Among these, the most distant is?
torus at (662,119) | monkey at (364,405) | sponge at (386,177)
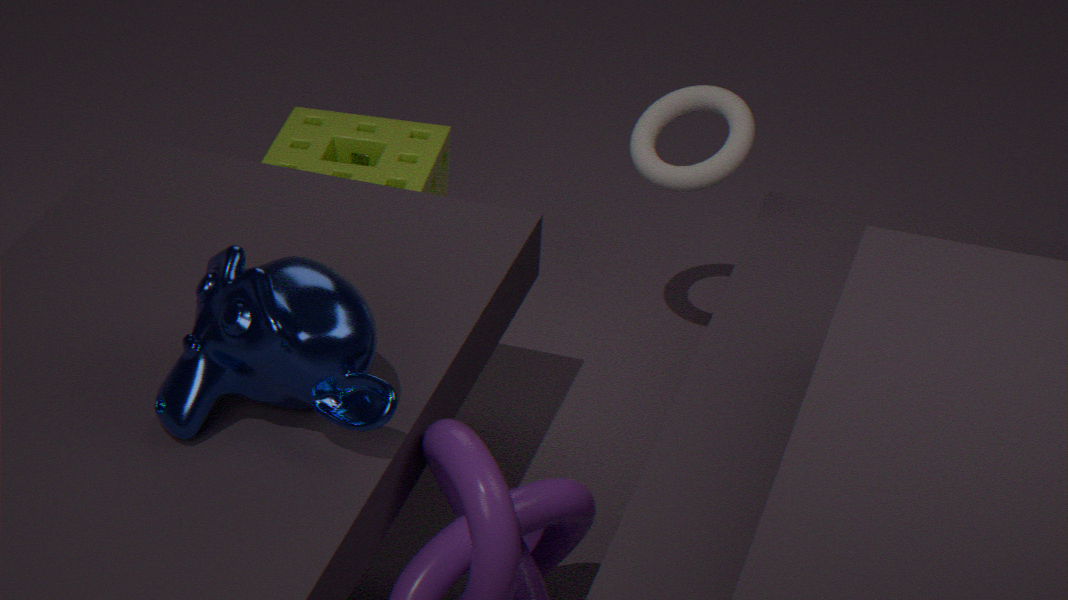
sponge at (386,177)
